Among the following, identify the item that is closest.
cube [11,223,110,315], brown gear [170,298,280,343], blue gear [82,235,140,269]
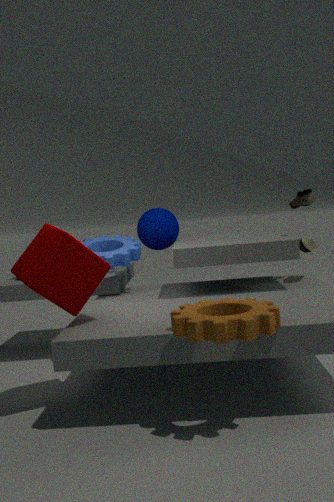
brown gear [170,298,280,343]
